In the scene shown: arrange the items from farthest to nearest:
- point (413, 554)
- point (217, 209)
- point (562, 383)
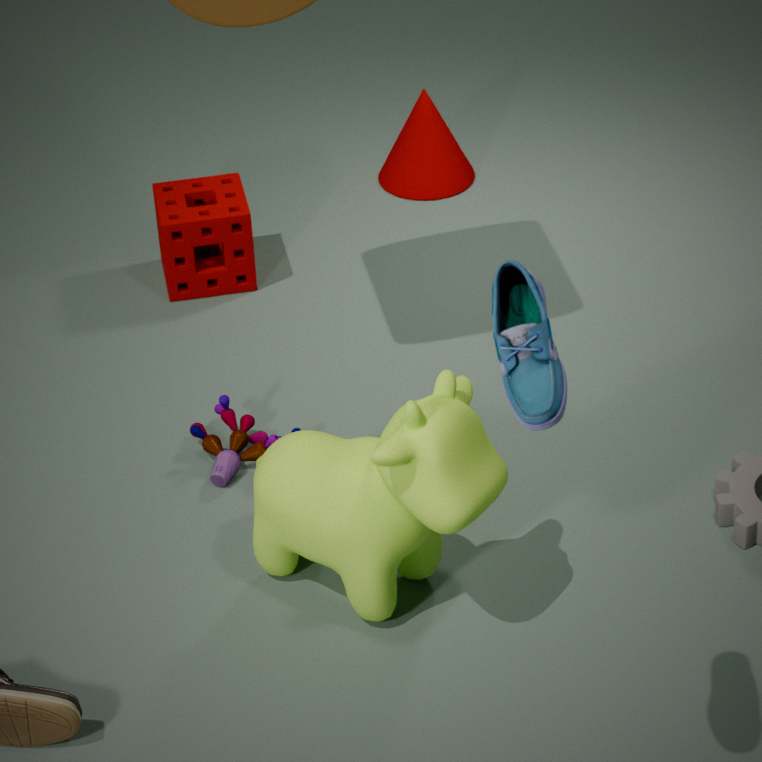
point (217, 209) < point (413, 554) < point (562, 383)
